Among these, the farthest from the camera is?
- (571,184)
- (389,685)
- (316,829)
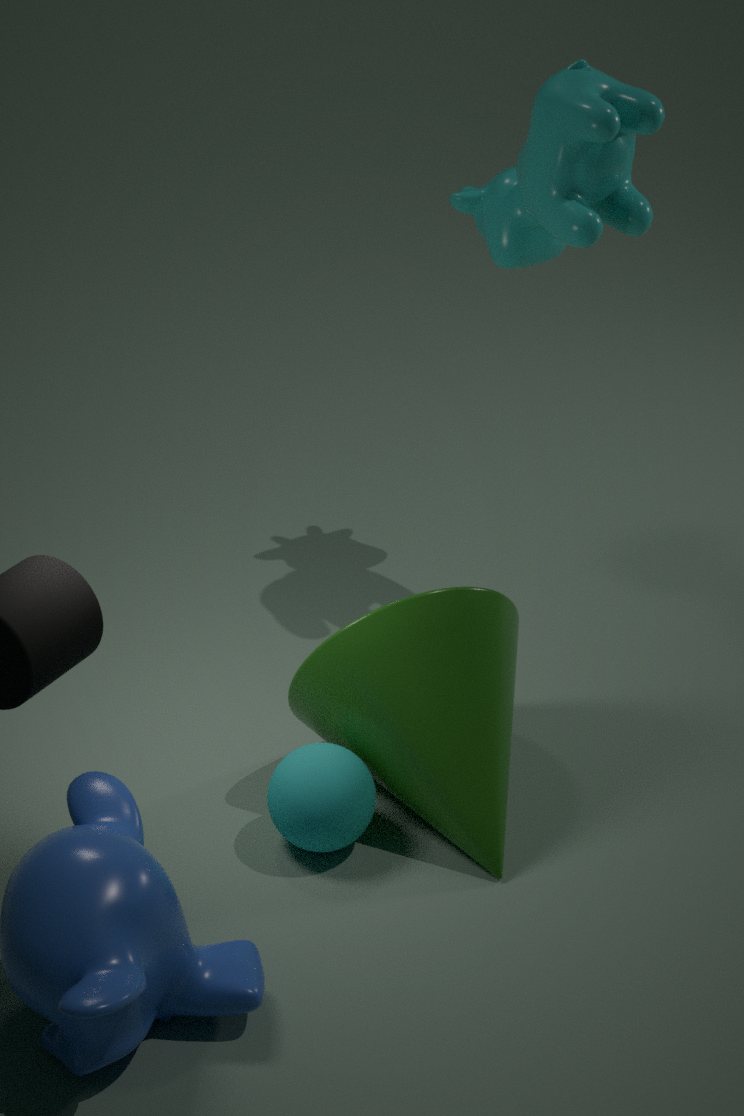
(571,184)
